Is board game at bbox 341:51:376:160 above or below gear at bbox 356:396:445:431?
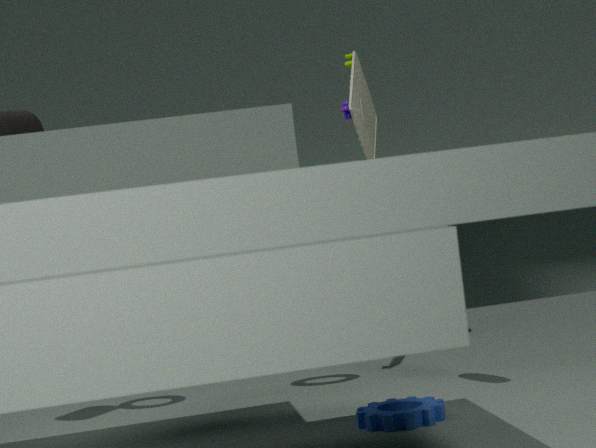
above
